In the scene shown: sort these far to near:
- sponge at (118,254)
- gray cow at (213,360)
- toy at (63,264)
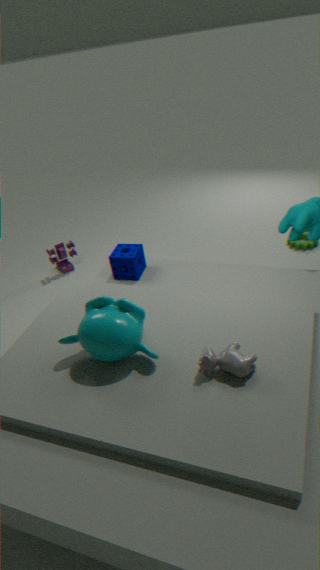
toy at (63,264) < sponge at (118,254) < gray cow at (213,360)
